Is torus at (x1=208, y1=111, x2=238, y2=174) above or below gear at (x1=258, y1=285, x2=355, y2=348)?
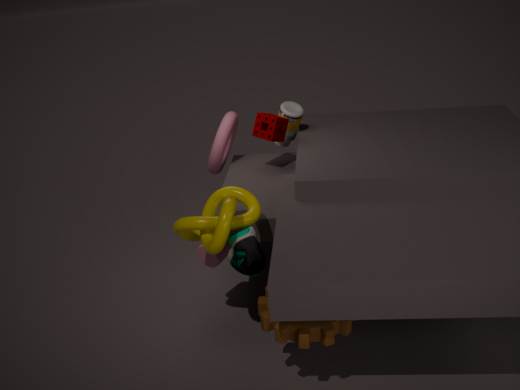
above
